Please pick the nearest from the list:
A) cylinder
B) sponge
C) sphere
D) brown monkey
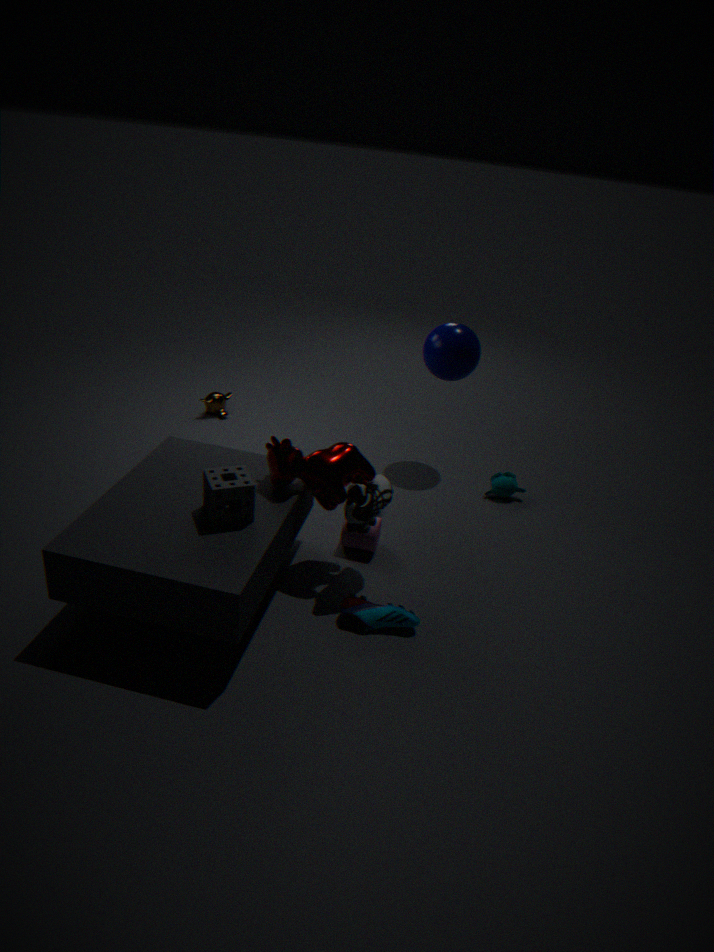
sponge
